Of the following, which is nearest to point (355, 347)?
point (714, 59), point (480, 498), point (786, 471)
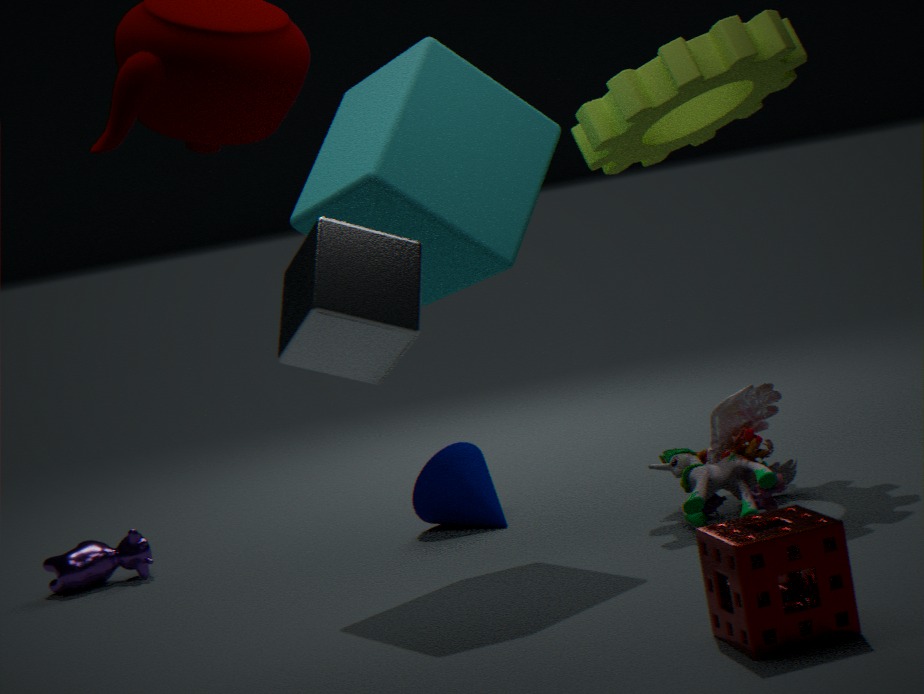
point (786, 471)
